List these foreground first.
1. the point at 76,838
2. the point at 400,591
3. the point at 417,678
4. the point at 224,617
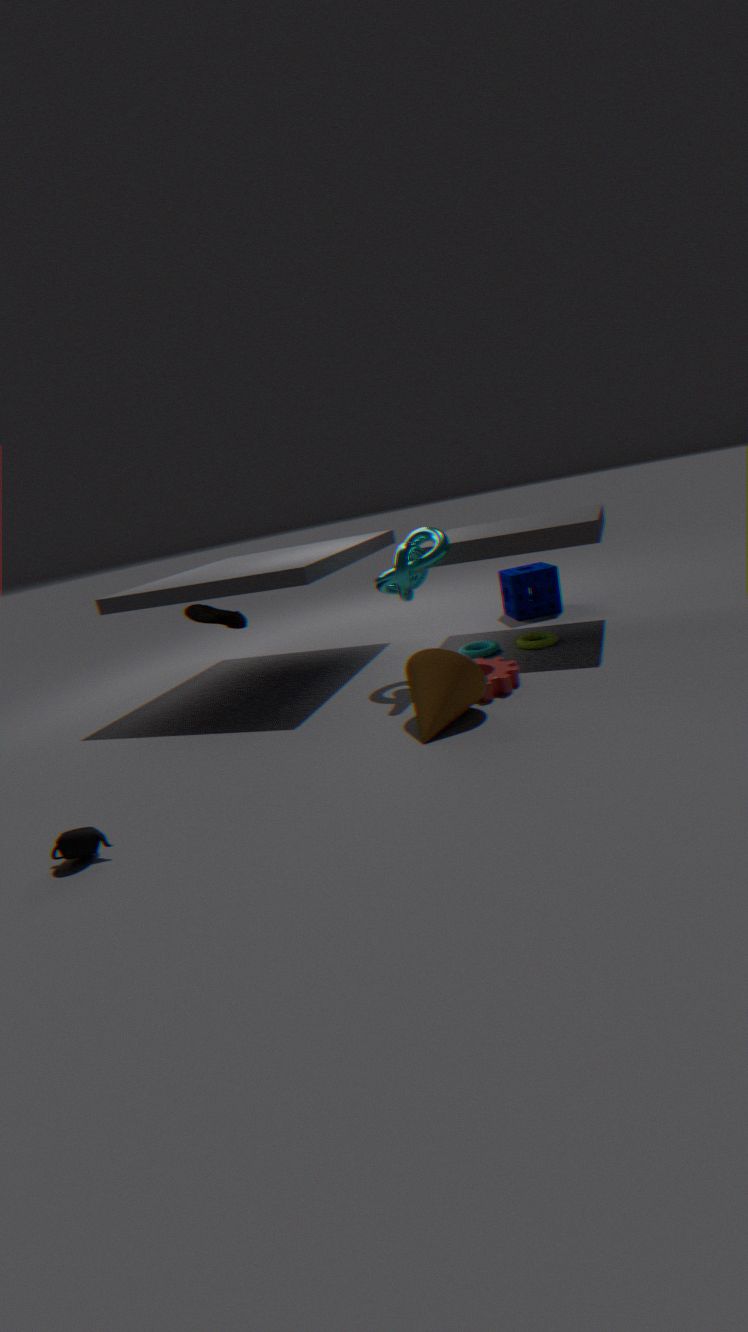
the point at 76,838 → the point at 417,678 → the point at 400,591 → the point at 224,617
